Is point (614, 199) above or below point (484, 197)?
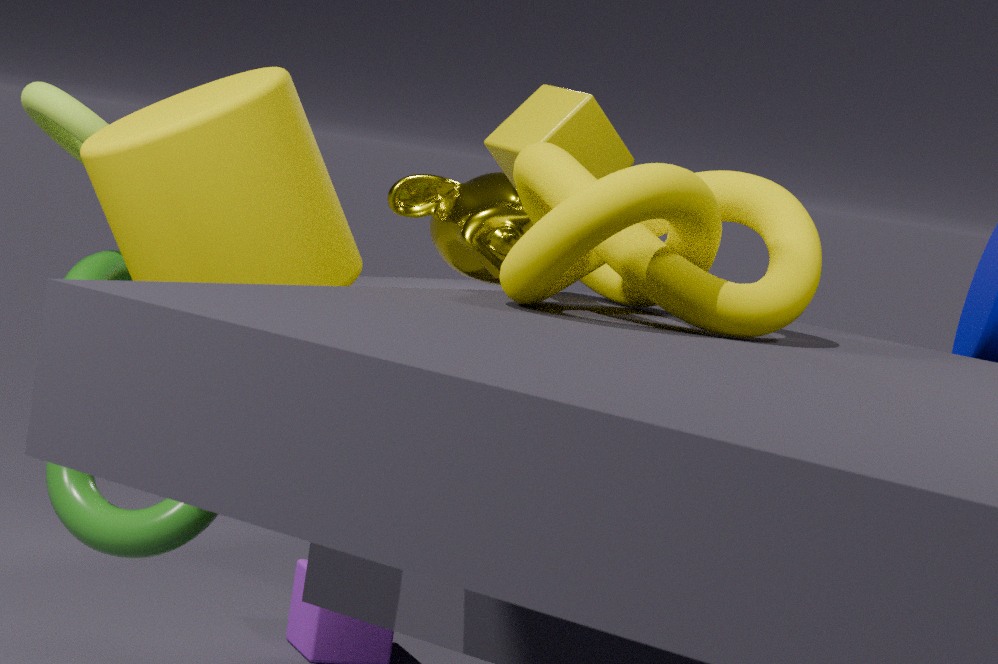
above
